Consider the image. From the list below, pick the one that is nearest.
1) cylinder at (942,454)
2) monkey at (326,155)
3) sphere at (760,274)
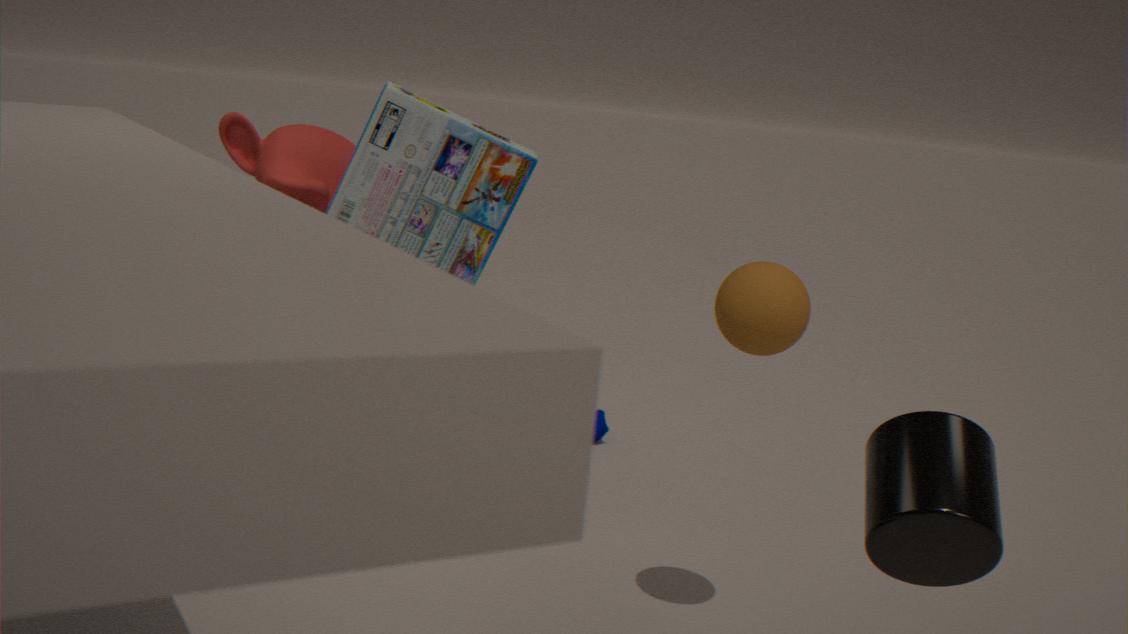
1. cylinder at (942,454)
